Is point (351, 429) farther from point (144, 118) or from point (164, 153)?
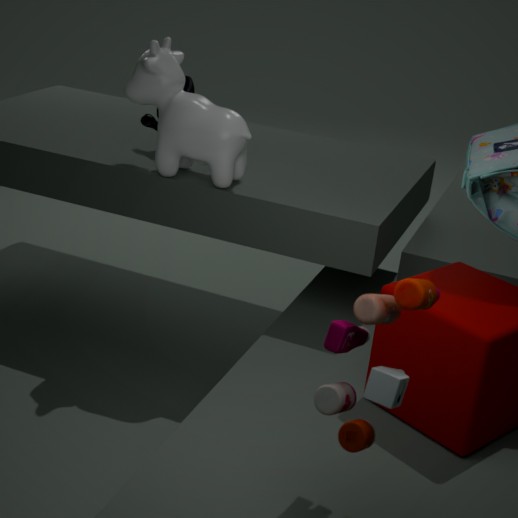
point (144, 118)
